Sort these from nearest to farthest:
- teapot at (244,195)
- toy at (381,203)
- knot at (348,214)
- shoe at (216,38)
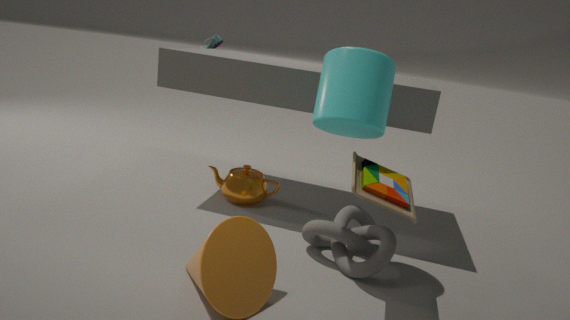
1. toy at (381,203)
2. knot at (348,214)
3. teapot at (244,195)
4. shoe at (216,38)
